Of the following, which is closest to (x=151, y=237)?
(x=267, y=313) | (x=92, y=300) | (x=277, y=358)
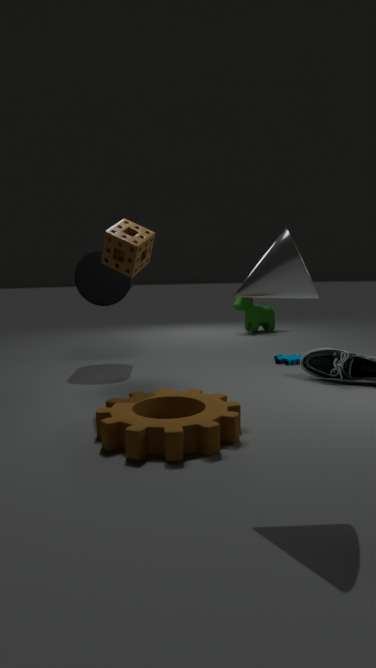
(x=92, y=300)
